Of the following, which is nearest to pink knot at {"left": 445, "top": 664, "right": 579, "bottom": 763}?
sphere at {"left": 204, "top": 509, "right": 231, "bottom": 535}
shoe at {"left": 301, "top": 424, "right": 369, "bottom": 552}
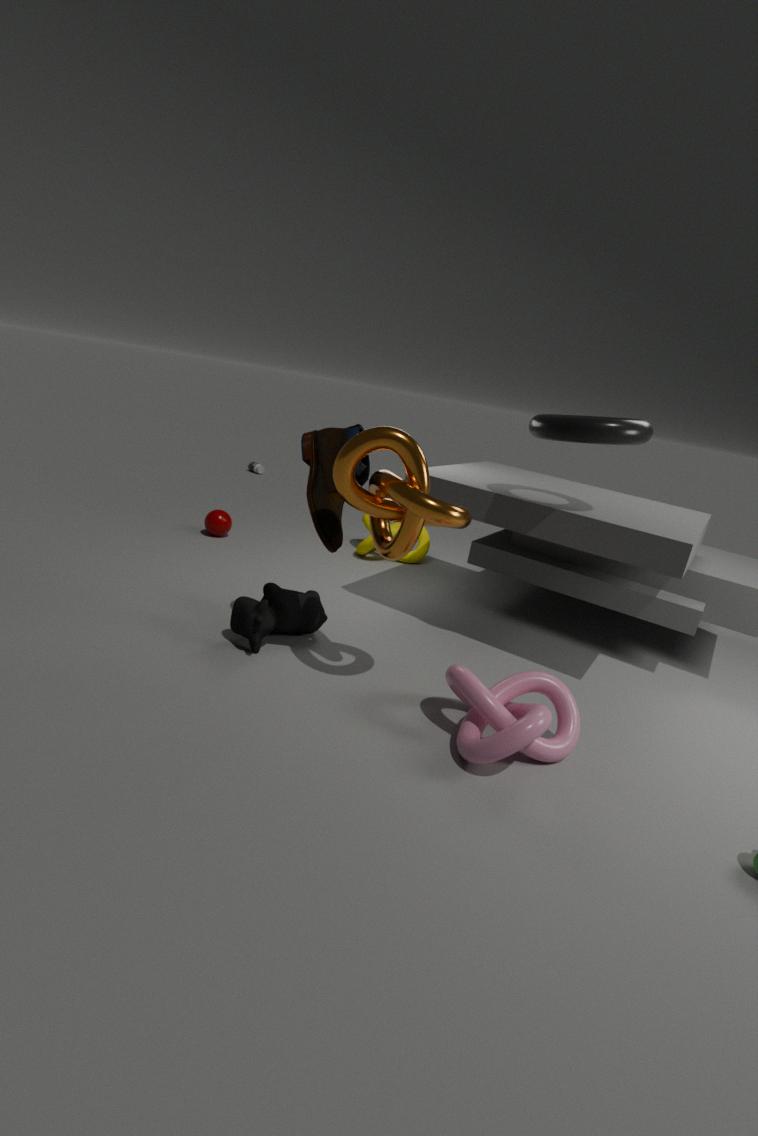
shoe at {"left": 301, "top": 424, "right": 369, "bottom": 552}
